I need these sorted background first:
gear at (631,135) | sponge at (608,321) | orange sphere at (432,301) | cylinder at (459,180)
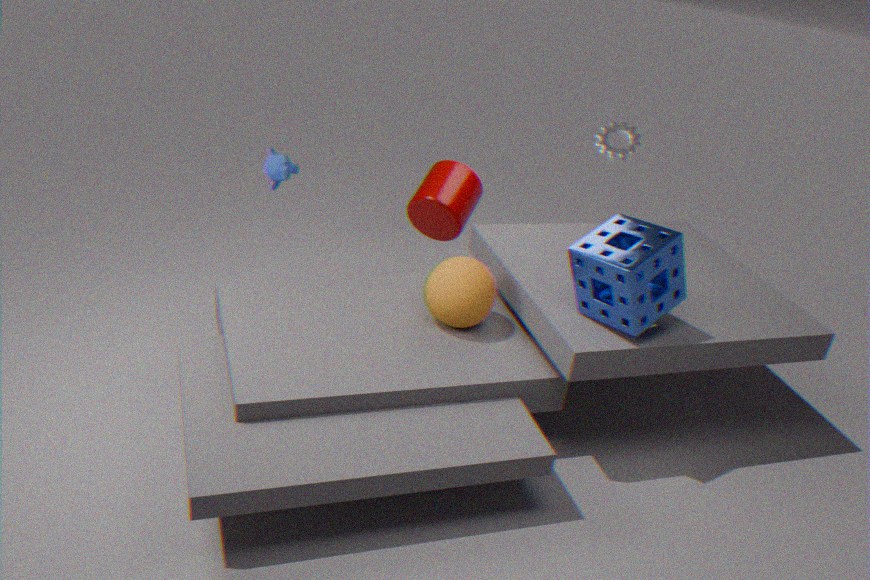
1. gear at (631,135)
2. cylinder at (459,180)
3. orange sphere at (432,301)
4. sponge at (608,321)
